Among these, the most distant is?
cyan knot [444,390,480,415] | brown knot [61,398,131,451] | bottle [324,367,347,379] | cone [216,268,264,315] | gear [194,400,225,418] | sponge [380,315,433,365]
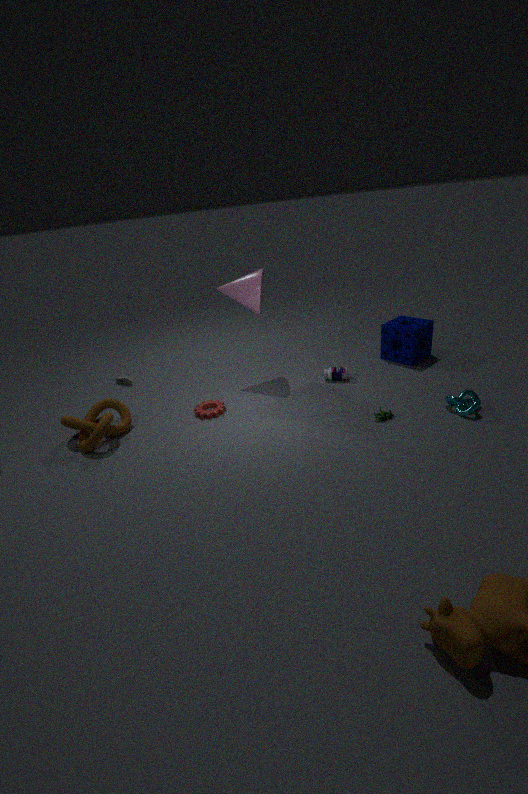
sponge [380,315,433,365]
